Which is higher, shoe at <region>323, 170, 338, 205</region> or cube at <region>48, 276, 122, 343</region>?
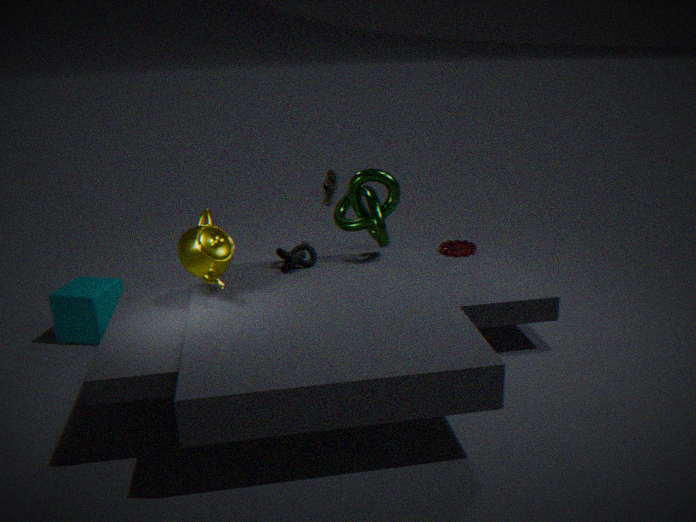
shoe at <region>323, 170, 338, 205</region>
